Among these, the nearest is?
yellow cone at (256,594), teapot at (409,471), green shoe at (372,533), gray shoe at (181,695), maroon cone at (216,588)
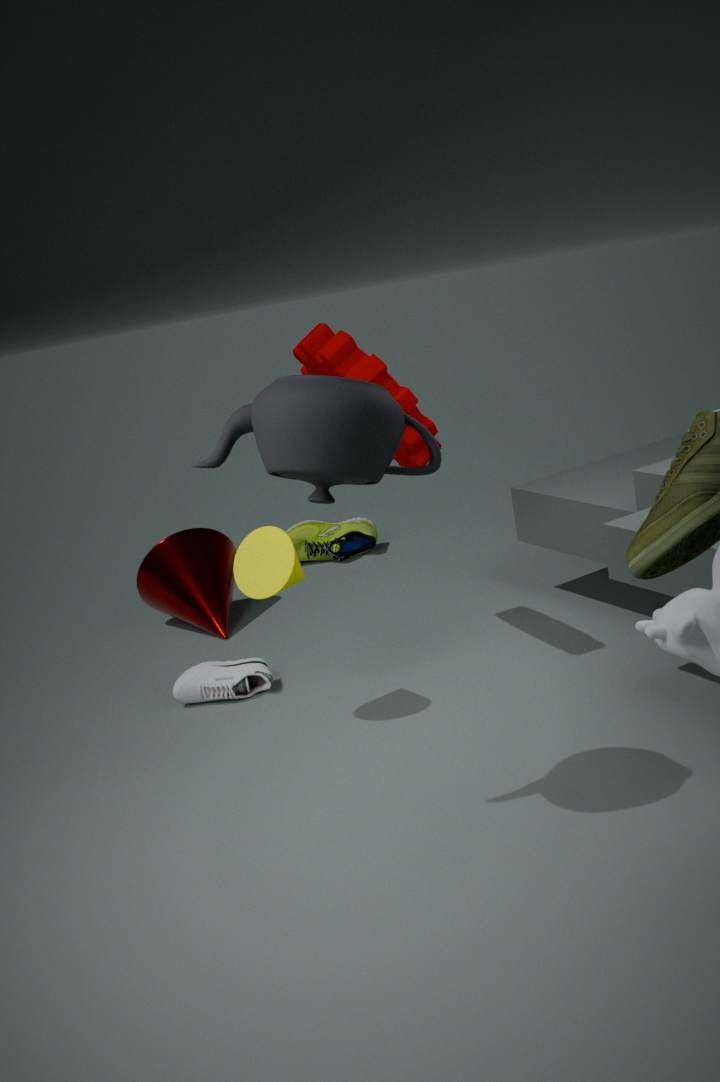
teapot at (409,471)
